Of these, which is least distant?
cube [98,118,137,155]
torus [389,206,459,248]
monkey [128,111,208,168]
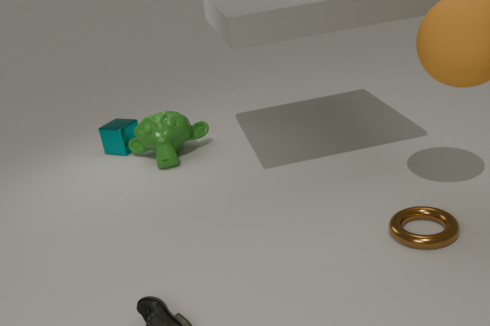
torus [389,206,459,248]
